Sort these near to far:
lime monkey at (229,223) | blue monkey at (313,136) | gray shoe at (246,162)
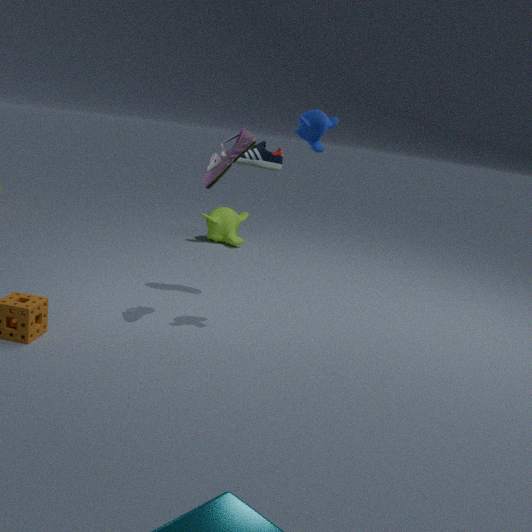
1. blue monkey at (313,136)
2. gray shoe at (246,162)
3. lime monkey at (229,223)
